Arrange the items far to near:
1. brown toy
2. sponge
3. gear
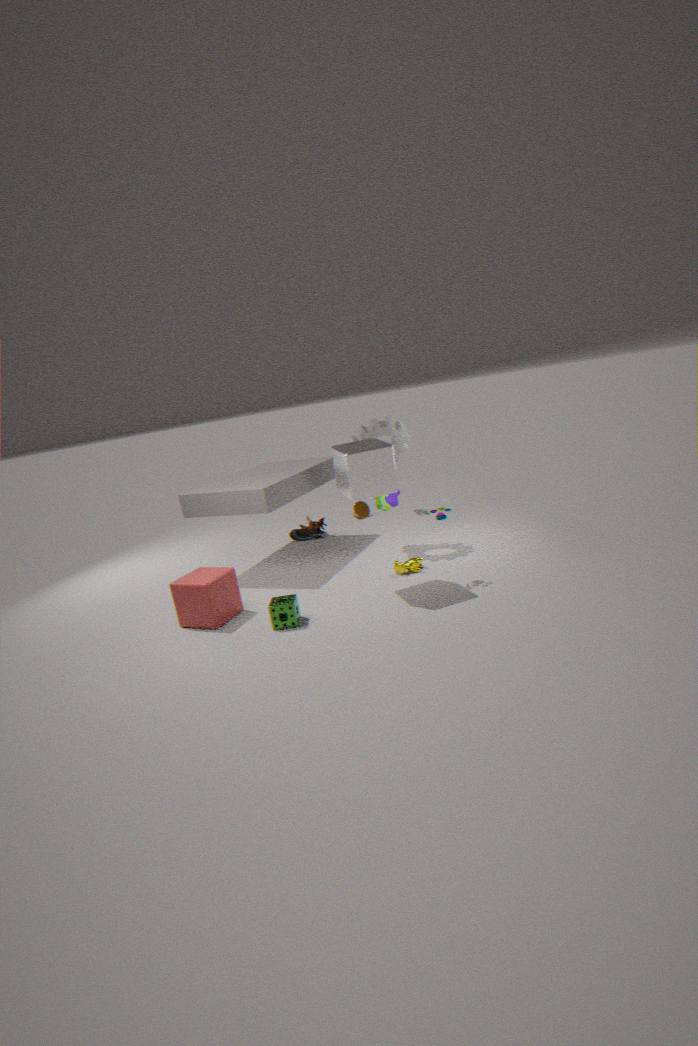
brown toy → gear → sponge
